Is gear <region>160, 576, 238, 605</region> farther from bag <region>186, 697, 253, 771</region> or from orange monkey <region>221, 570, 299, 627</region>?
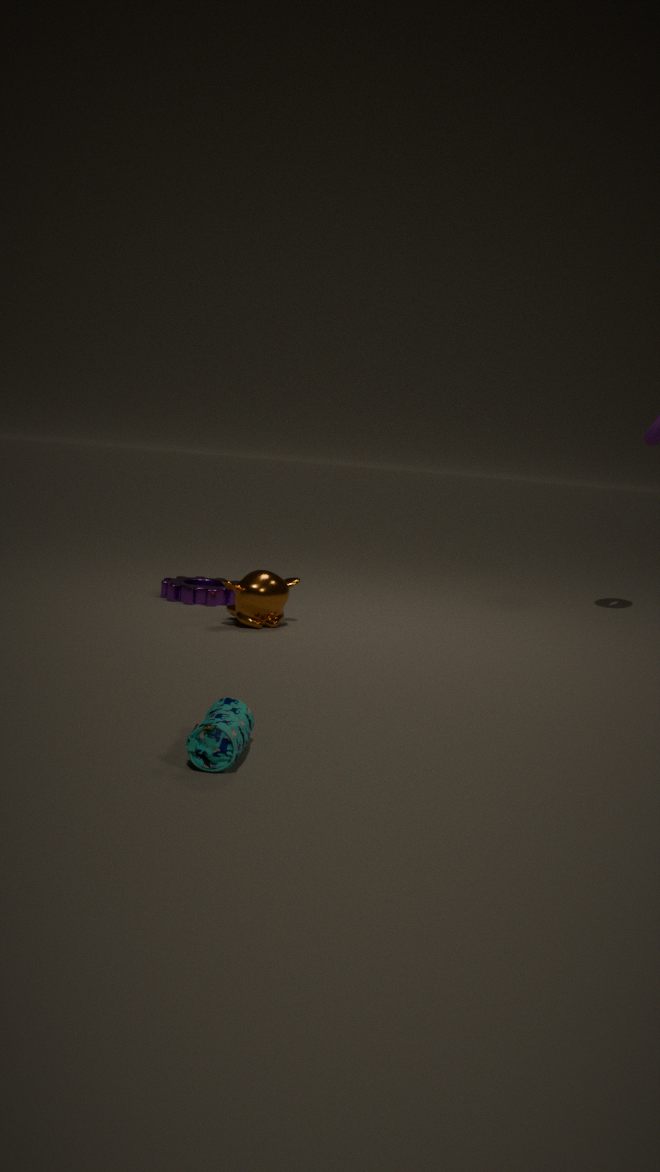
bag <region>186, 697, 253, 771</region>
